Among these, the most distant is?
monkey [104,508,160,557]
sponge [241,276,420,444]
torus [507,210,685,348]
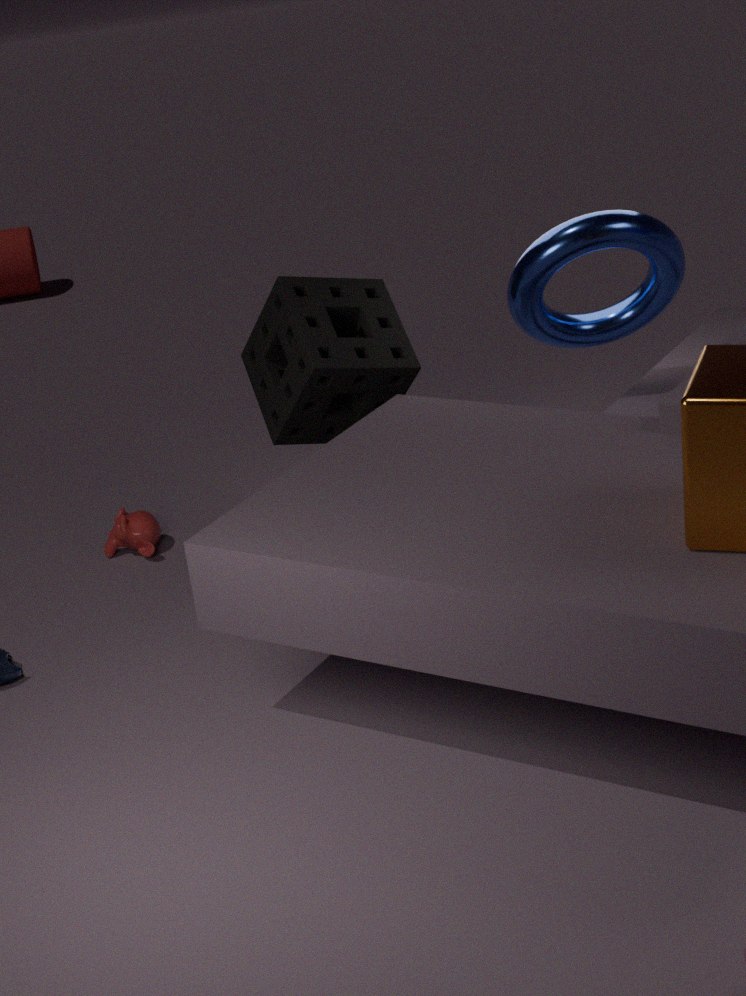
monkey [104,508,160,557]
